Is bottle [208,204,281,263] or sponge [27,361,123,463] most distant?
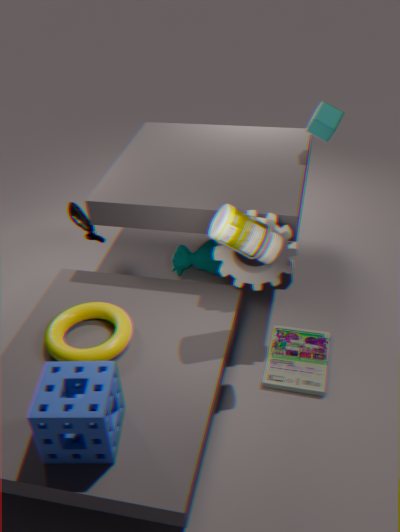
bottle [208,204,281,263]
